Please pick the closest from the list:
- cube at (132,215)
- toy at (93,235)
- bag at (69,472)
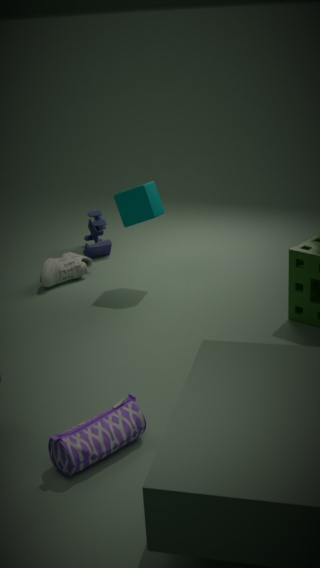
bag at (69,472)
